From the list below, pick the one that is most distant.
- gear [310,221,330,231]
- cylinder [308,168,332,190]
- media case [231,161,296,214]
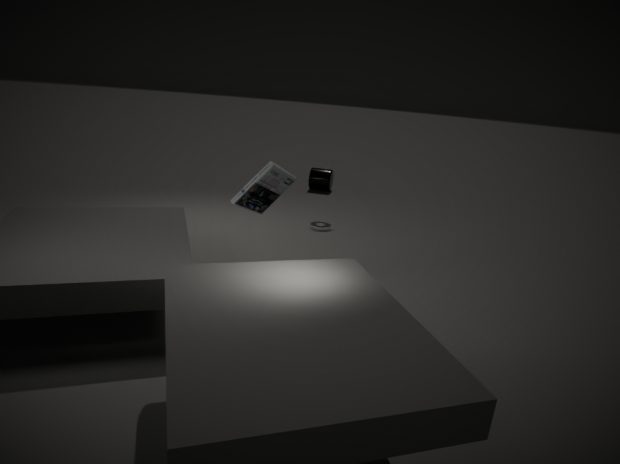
cylinder [308,168,332,190]
